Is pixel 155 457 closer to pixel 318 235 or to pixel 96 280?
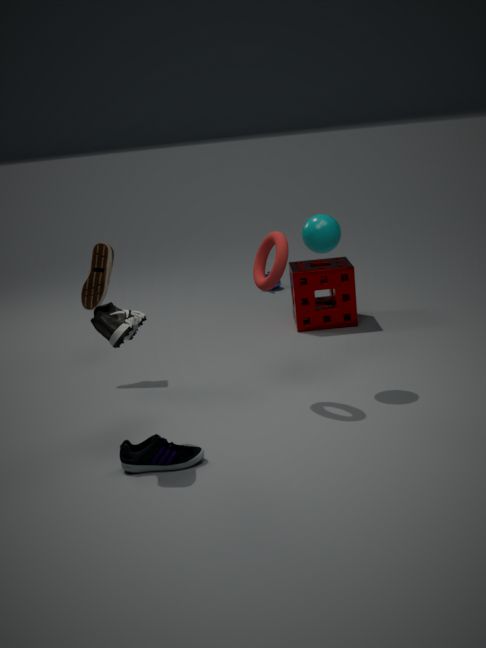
pixel 318 235
